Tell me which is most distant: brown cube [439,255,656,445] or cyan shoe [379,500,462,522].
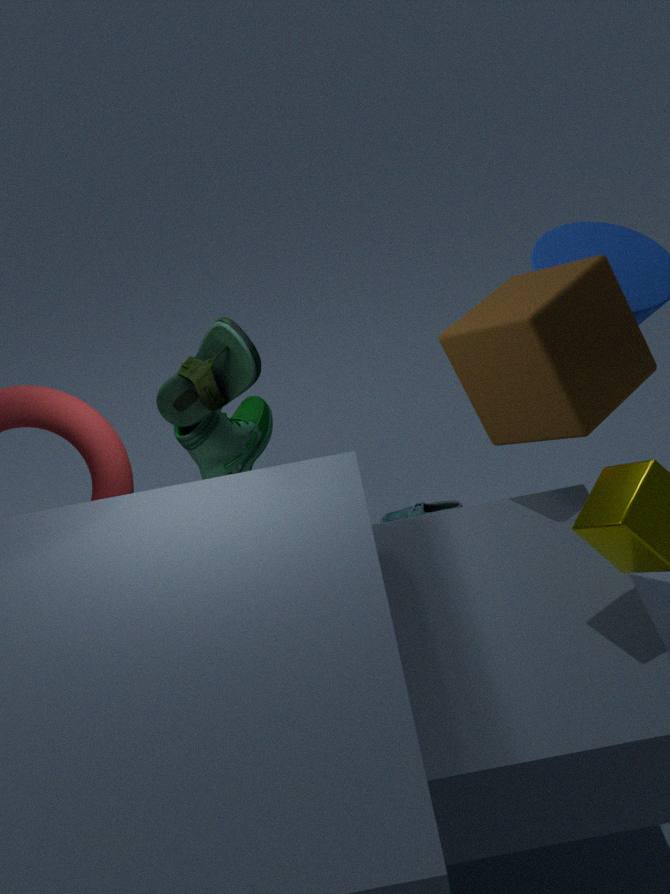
cyan shoe [379,500,462,522]
